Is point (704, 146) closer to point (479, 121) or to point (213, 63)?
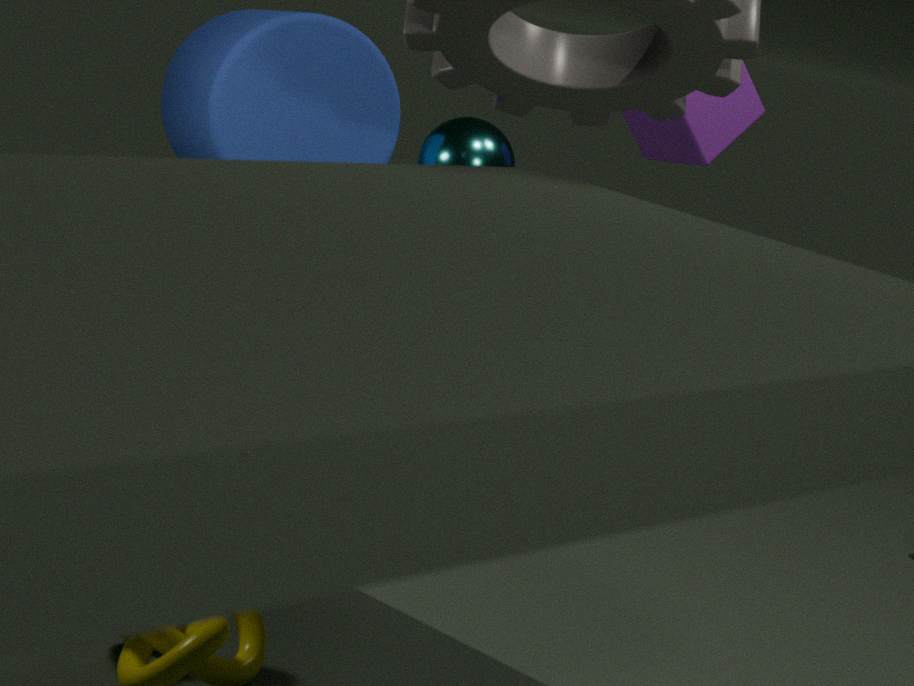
point (479, 121)
